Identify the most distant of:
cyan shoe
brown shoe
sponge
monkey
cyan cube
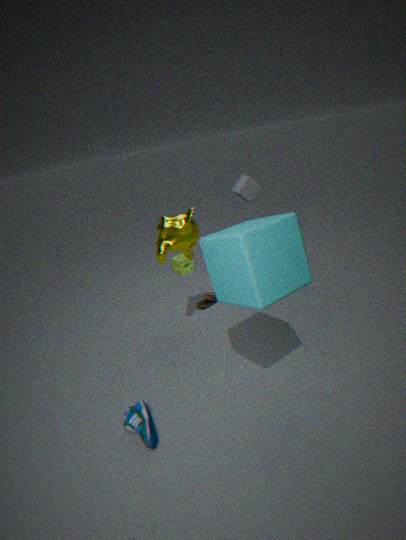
sponge
